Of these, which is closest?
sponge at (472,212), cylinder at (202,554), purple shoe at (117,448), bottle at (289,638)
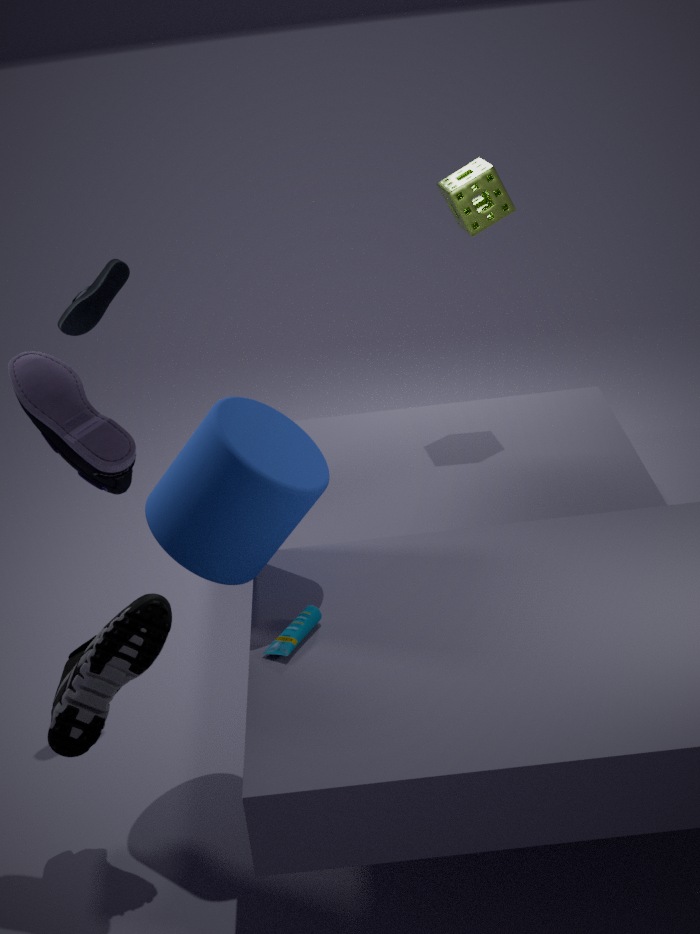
purple shoe at (117,448)
